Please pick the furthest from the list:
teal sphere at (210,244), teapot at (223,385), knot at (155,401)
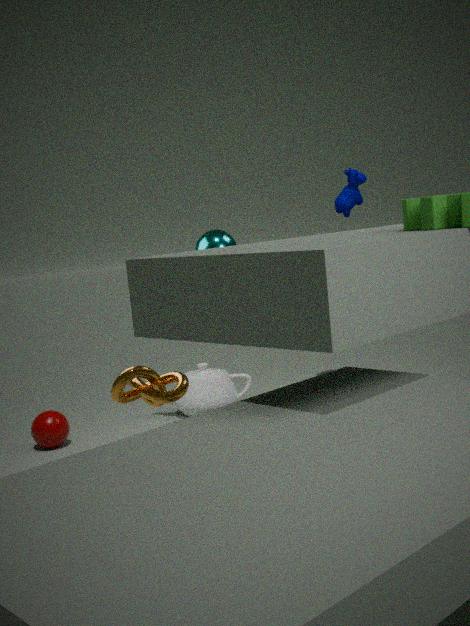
teapot at (223,385)
